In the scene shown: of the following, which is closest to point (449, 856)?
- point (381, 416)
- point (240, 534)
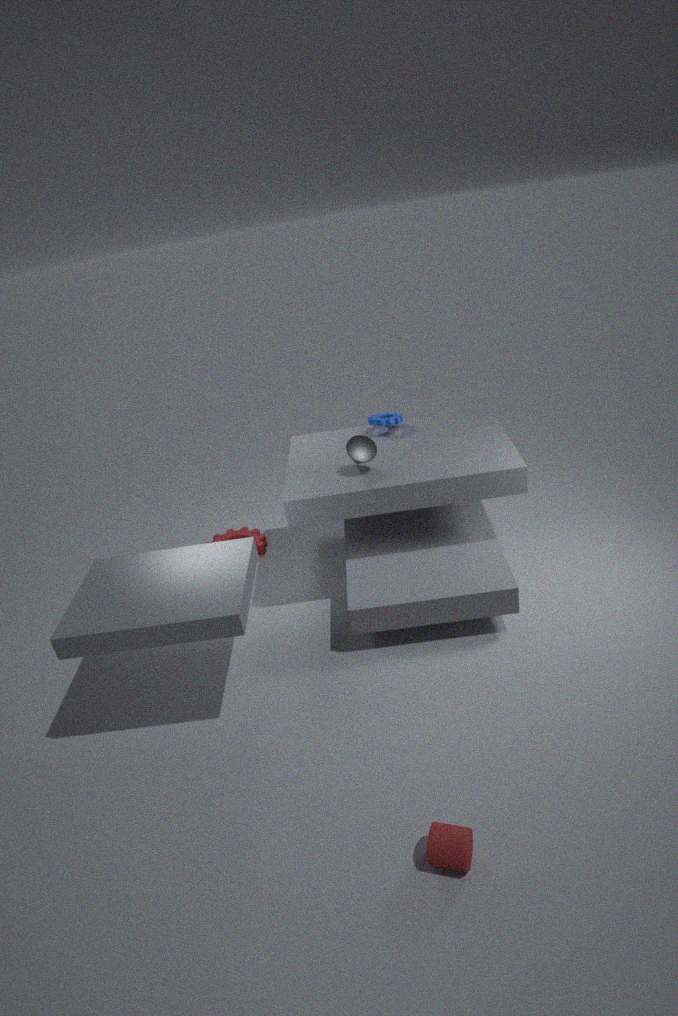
point (381, 416)
